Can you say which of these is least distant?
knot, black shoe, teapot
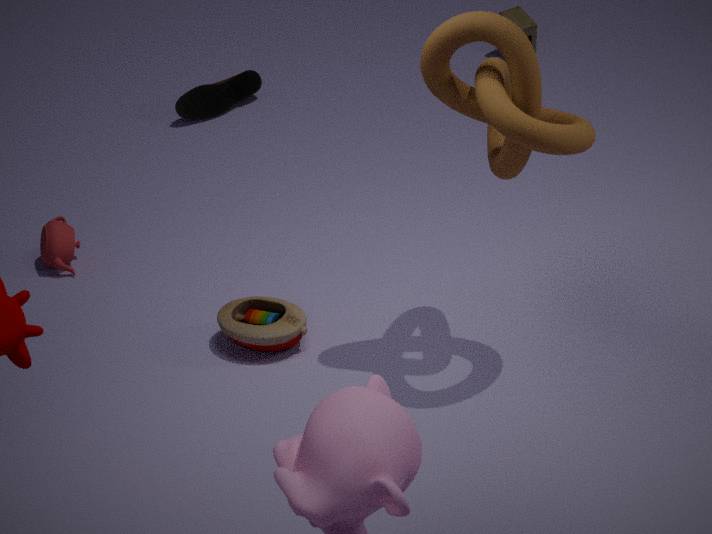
knot
